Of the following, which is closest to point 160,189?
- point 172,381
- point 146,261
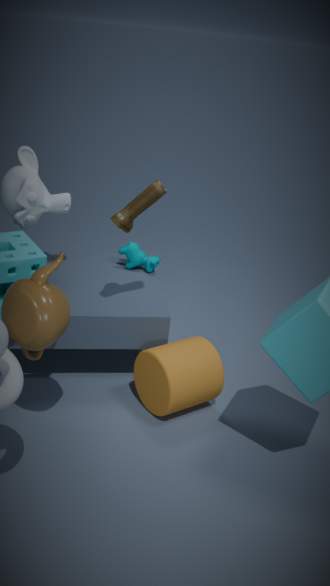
point 146,261
